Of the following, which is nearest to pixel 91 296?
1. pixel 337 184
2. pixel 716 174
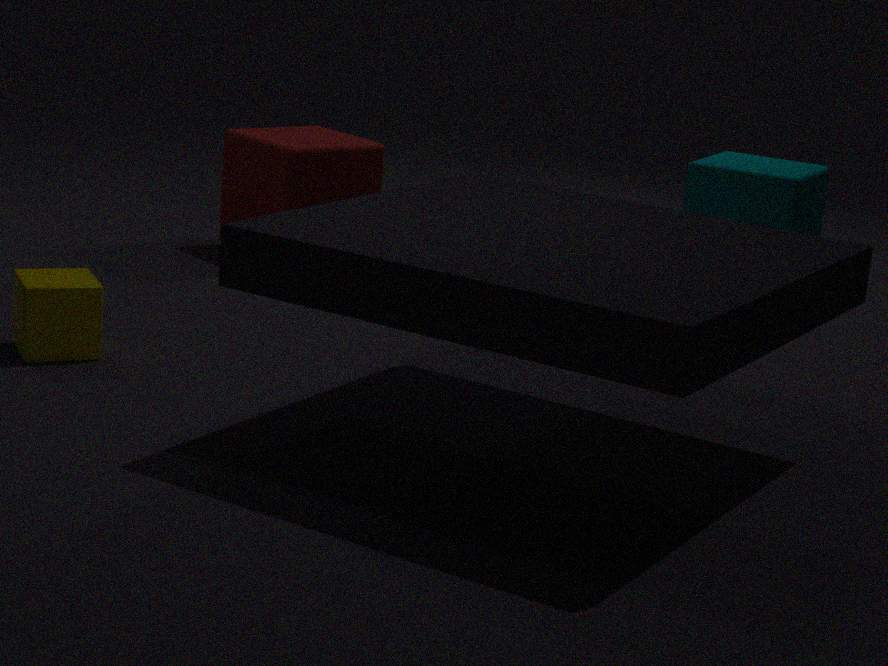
pixel 337 184
